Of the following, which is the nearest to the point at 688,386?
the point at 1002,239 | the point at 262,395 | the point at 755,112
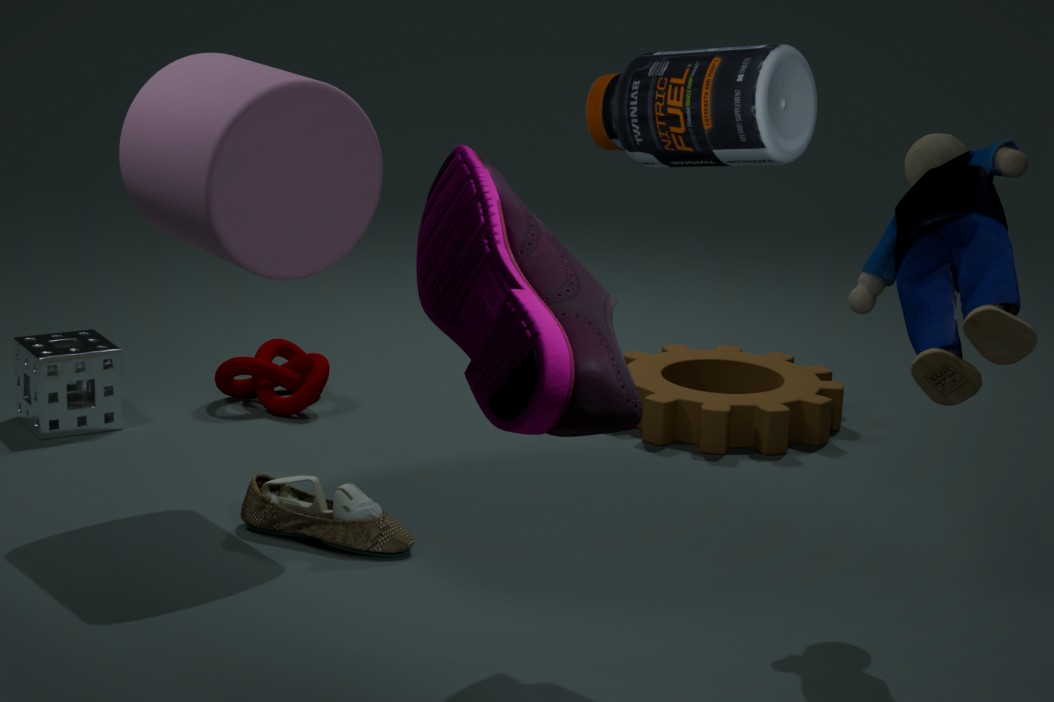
the point at 262,395
